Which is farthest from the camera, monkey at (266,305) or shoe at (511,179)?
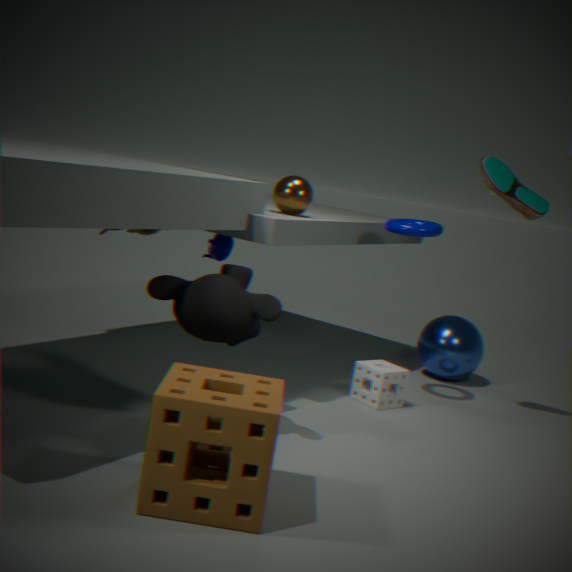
shoe at (511,179)
